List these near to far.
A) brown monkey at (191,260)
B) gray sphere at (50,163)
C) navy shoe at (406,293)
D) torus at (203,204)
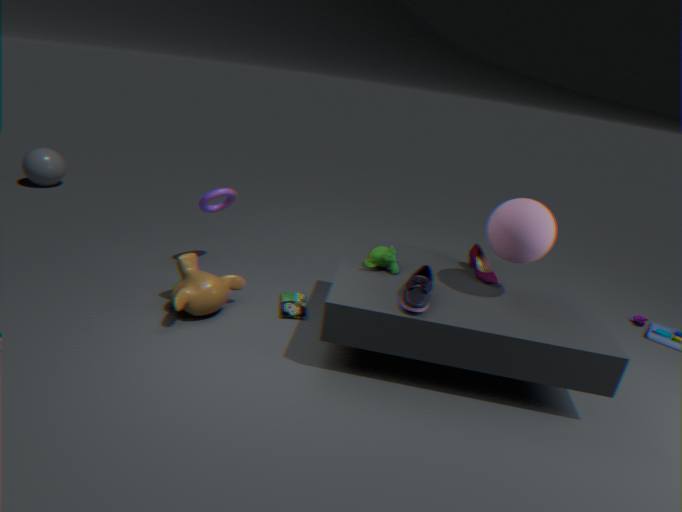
navy shoe at (406,293)
brown monkey at (191,260)
torus at (203,204)
gray sphere at (50,163)
